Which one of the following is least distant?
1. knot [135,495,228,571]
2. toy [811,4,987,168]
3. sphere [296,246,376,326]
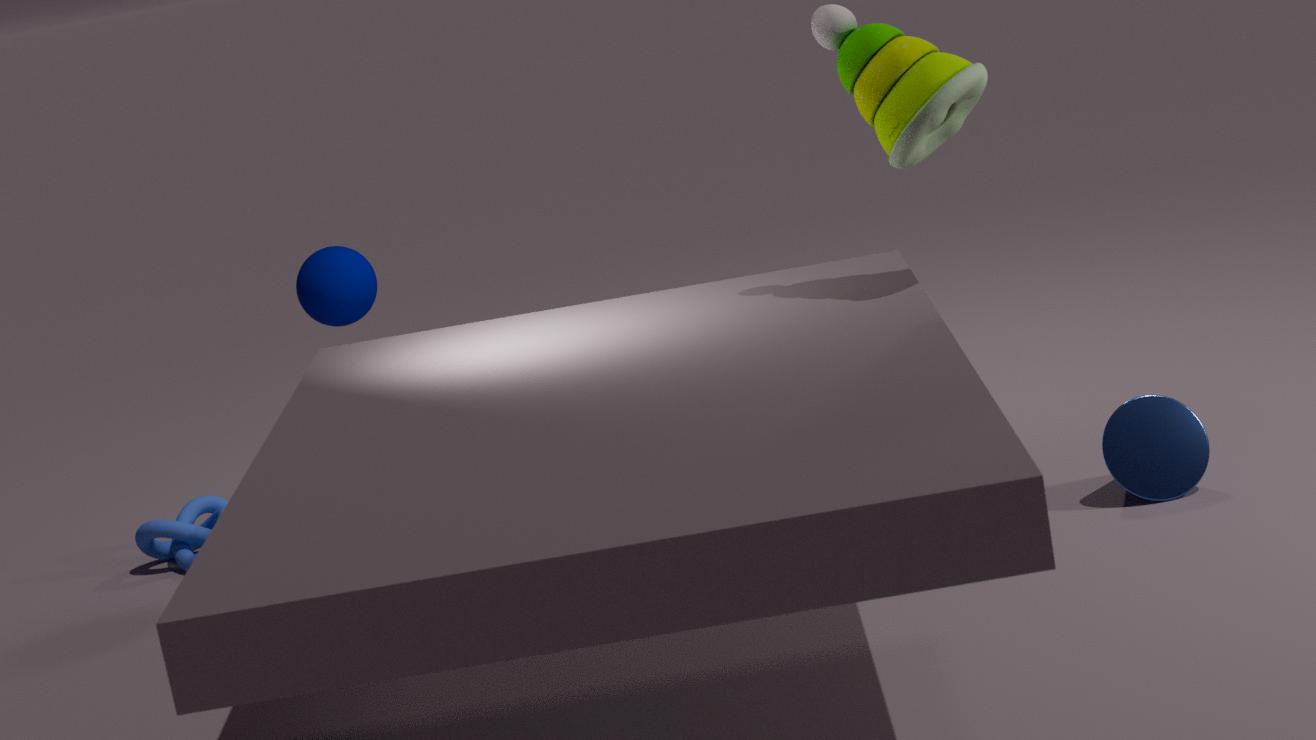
toy [811,4,987,168]
